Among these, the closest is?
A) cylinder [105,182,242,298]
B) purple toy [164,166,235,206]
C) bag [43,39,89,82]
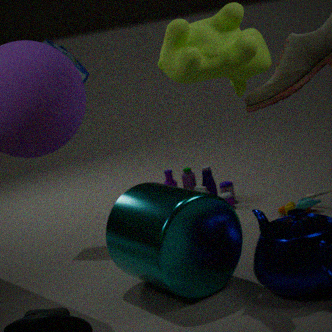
cylinder [105,182,242,298]
